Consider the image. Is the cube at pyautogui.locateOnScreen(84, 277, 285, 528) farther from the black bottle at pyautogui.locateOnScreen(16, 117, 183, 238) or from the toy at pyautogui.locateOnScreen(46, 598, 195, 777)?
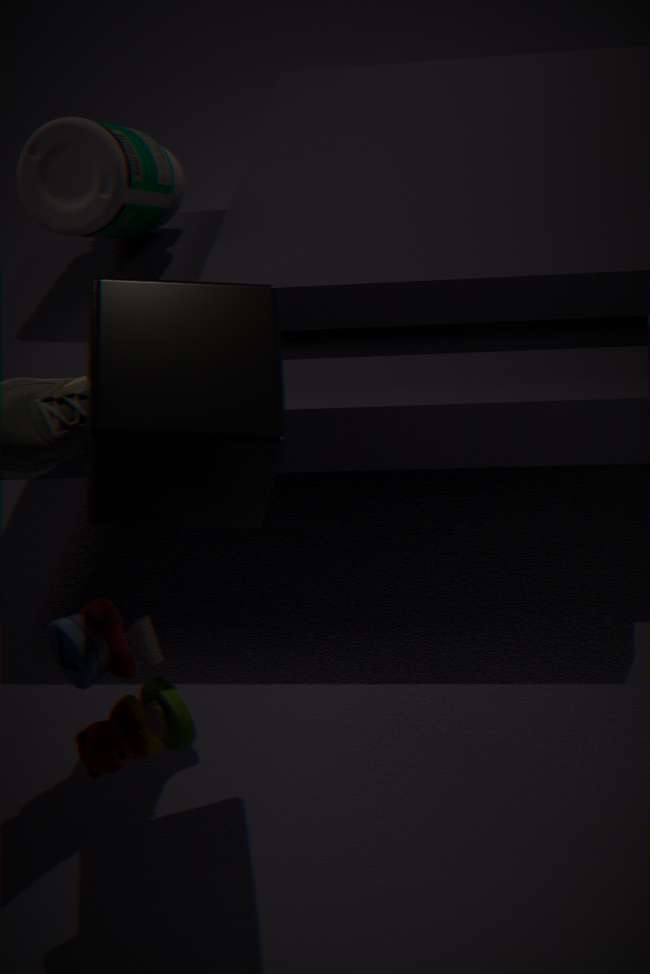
the black bottle at pyautogui.locateOnScreen(16, 117, 183, 238)
